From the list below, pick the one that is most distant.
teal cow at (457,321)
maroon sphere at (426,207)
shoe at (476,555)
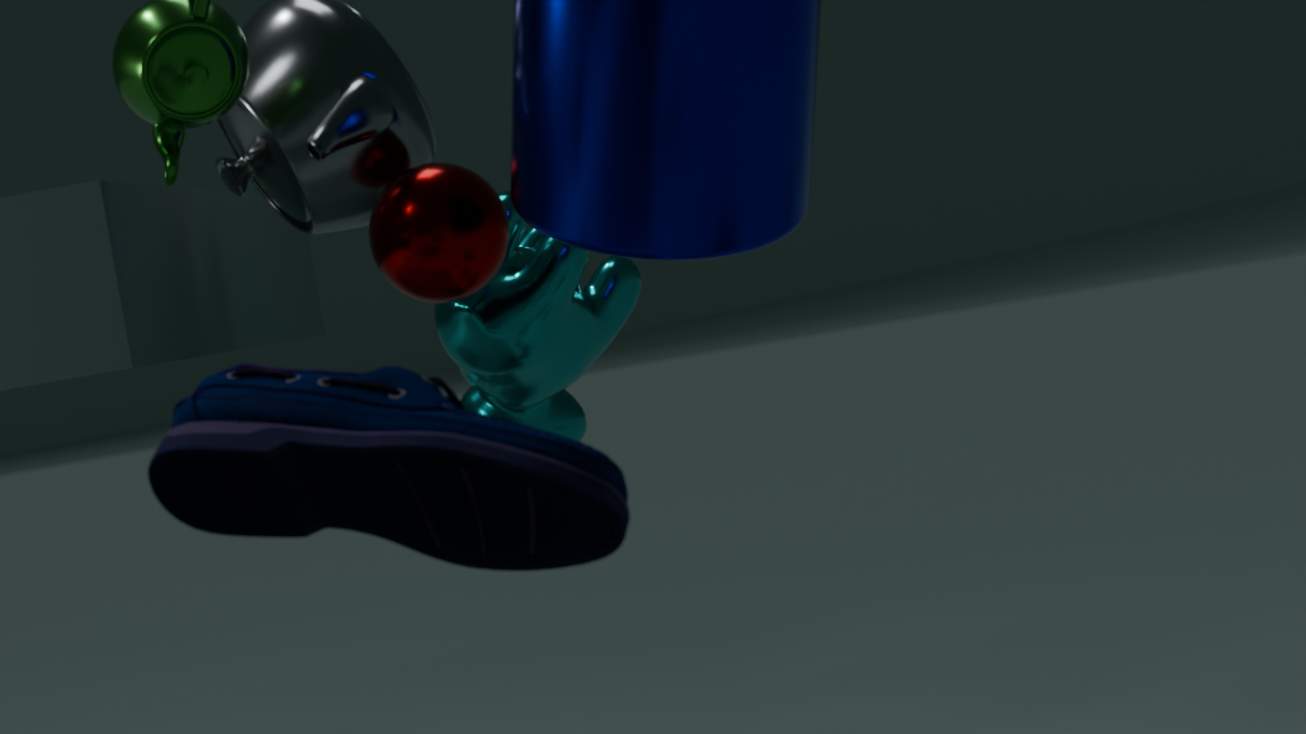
teal cow at (457,321)
